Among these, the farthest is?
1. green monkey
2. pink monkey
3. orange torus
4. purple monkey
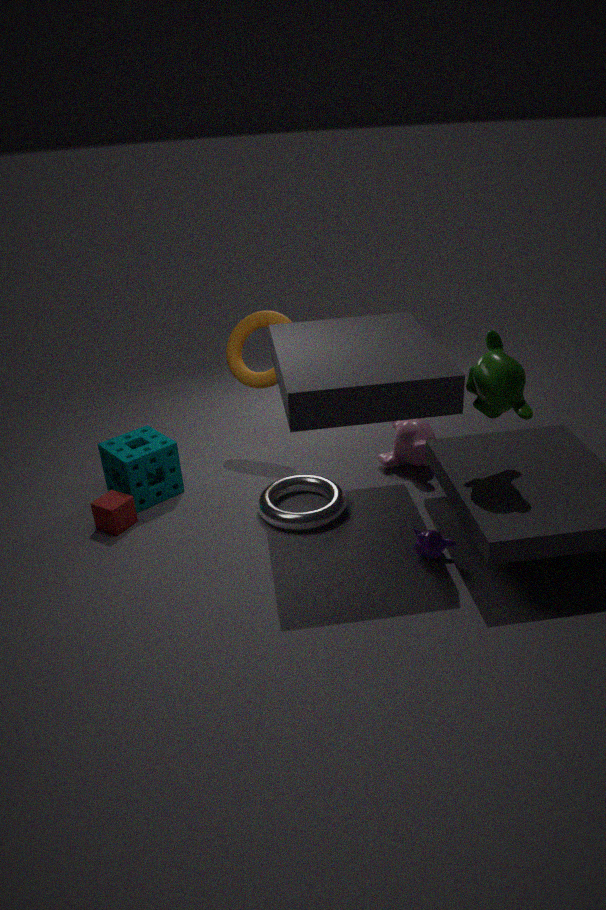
orange torus
